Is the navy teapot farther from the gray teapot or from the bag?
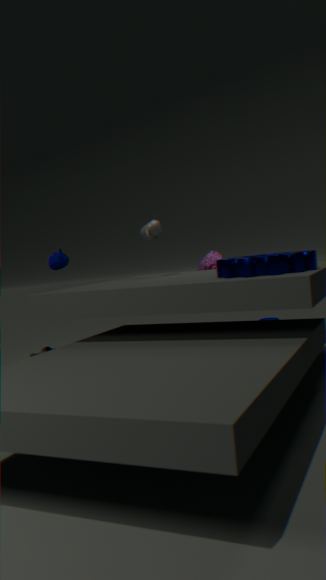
the bag
